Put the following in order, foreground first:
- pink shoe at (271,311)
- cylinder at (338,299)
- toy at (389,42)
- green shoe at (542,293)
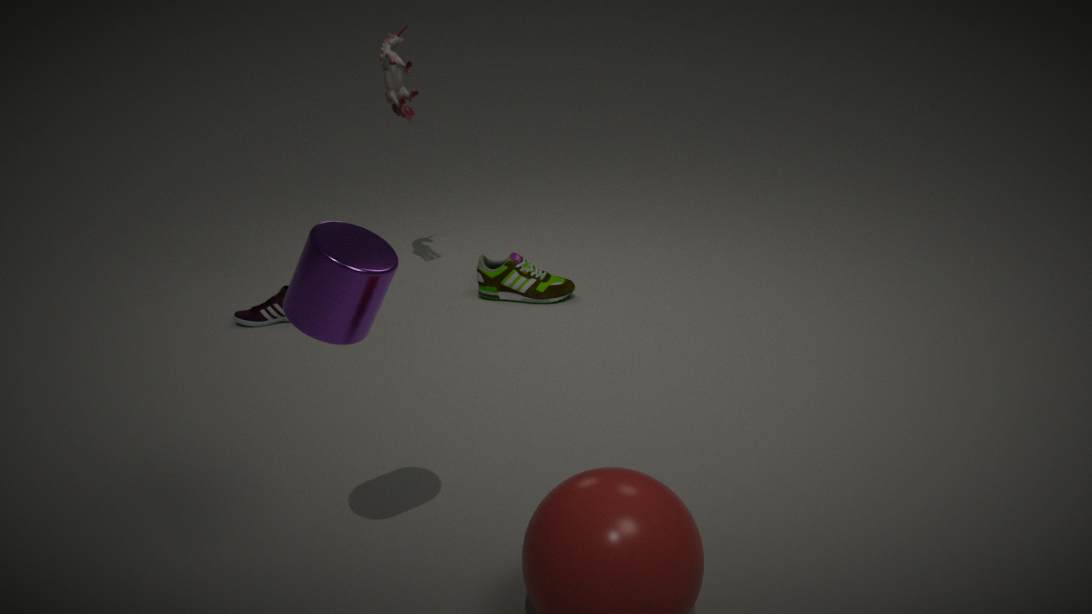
cylinder at (338,299) → pink shoe at (271,311) → toy at (389,42) → green shoe at (542,293)
